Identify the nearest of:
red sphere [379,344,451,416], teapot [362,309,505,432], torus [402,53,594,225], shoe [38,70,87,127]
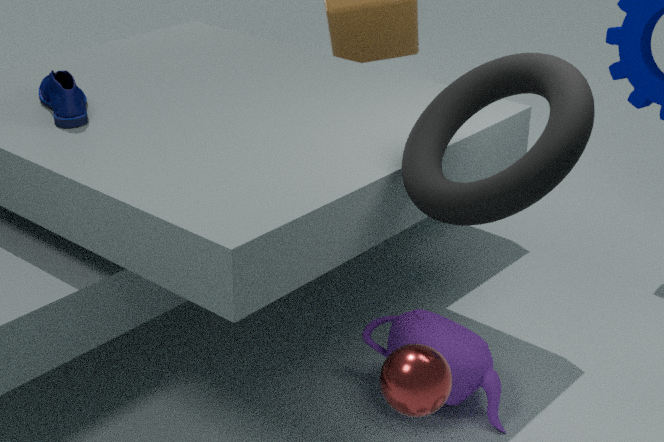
torus [402,53,594,225]
